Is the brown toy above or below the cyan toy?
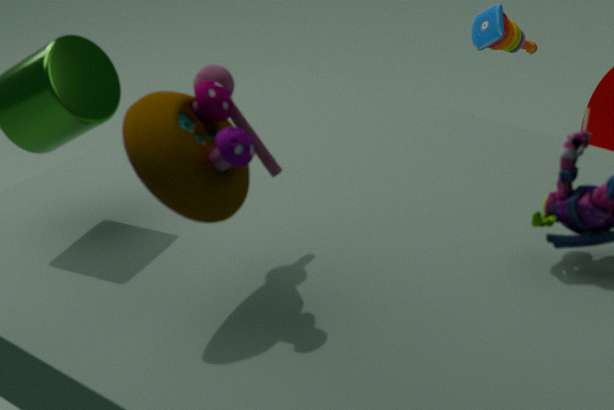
above
